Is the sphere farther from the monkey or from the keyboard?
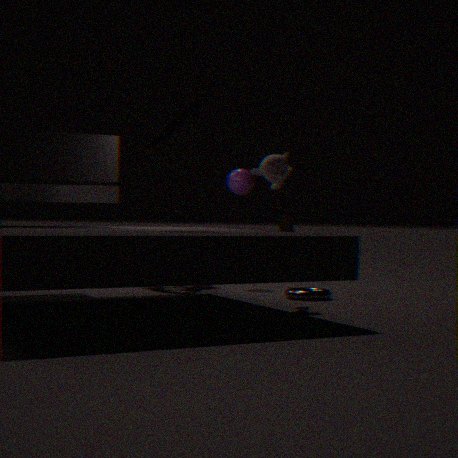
the keyboard
